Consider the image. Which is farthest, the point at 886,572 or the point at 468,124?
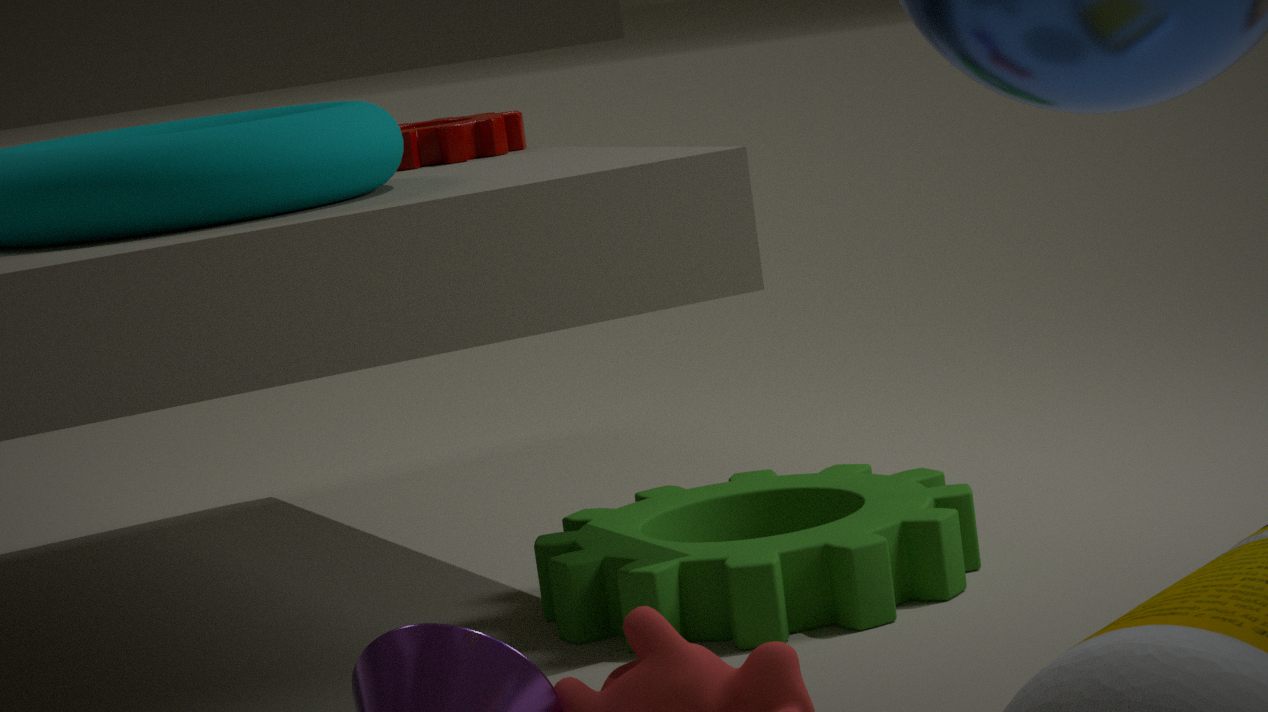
the point at 468,124
